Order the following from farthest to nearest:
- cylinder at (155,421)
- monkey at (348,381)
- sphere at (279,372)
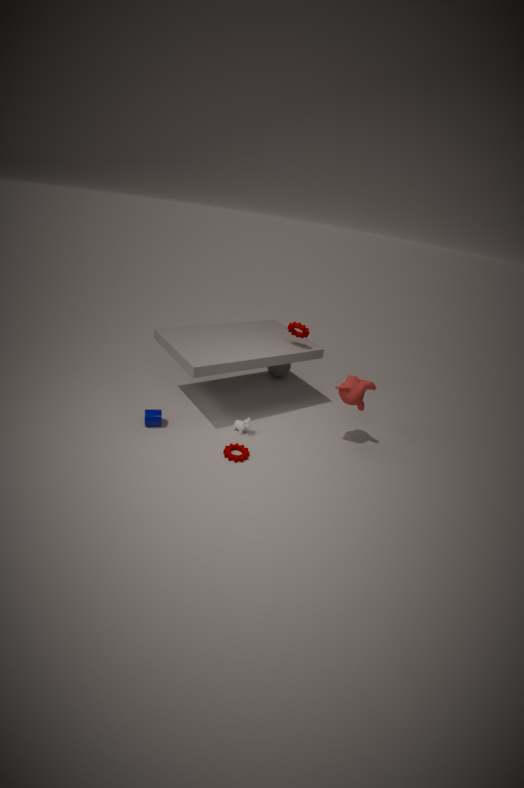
sphere at (279,372)
cylinder at (155,421)
monkey at (348,381)
